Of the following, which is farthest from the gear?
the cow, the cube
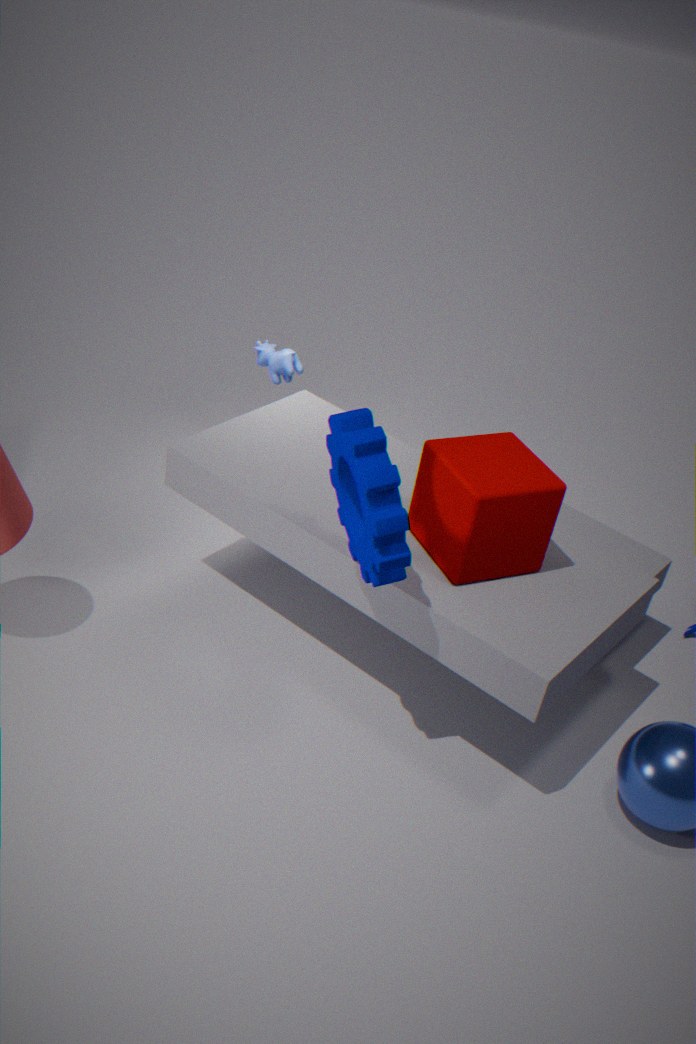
the cow
